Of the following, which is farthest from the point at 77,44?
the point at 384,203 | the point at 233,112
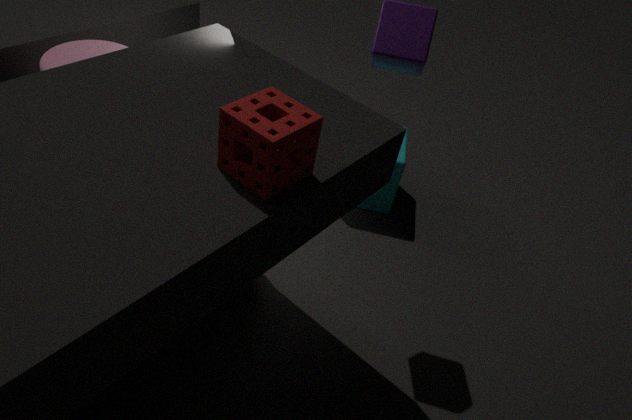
the point at 384,203
